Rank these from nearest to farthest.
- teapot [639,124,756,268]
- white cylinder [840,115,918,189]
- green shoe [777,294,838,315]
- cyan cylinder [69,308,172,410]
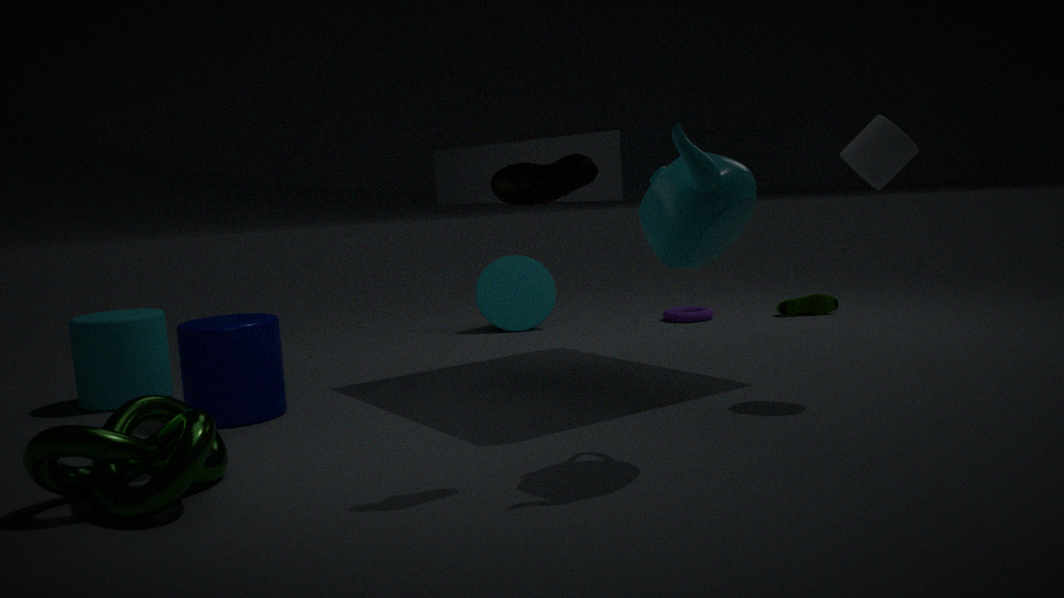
teapot [639,124,756,268] < white cylinder [840,115,918,189] < cyan cylinder [69,308,172,410] < green shoe [777,294,838,315]
